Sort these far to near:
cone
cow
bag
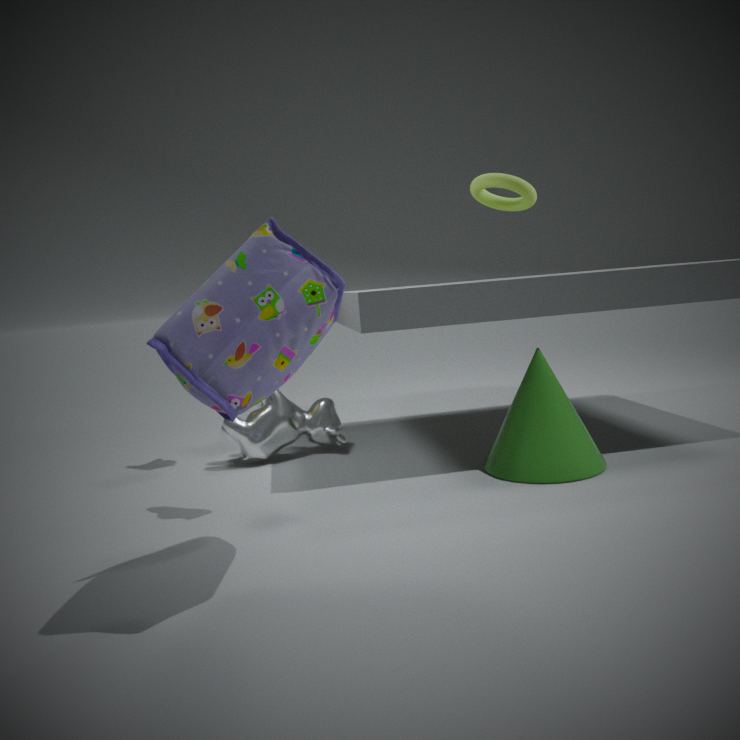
cow, cone, bag
